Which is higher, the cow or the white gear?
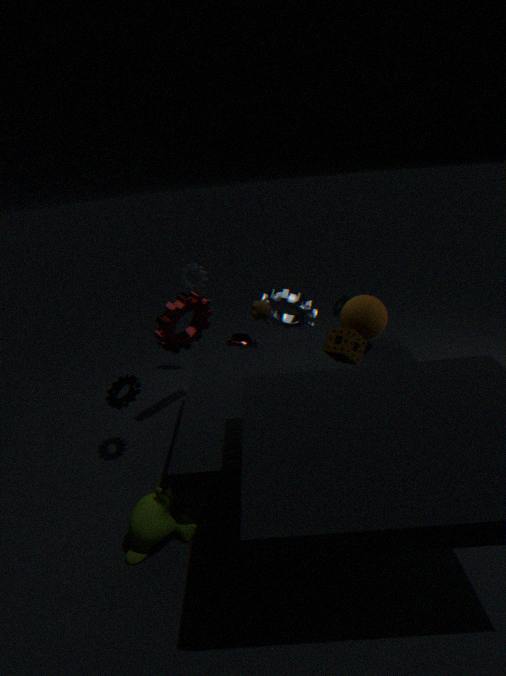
the white gear
